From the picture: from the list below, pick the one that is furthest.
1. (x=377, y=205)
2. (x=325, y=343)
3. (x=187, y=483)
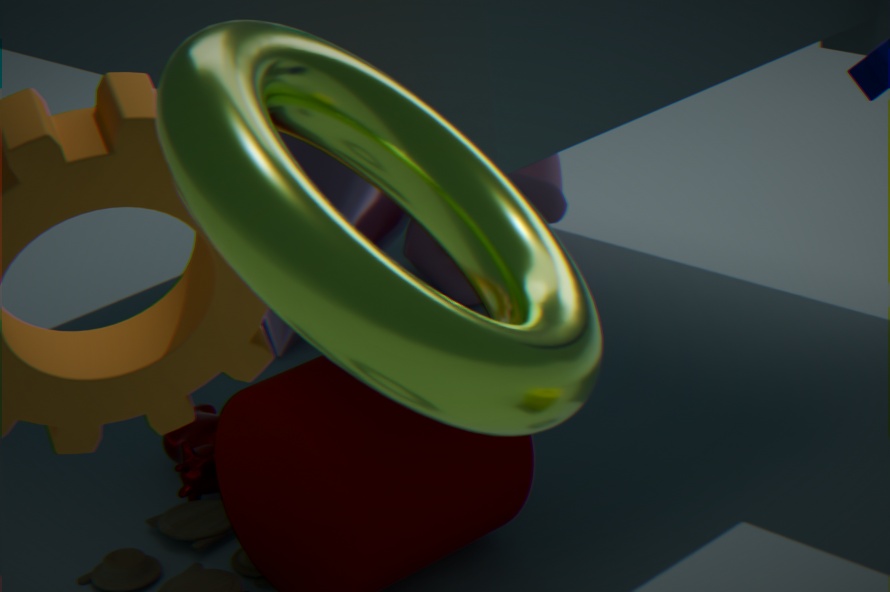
(x=377, y=205)
